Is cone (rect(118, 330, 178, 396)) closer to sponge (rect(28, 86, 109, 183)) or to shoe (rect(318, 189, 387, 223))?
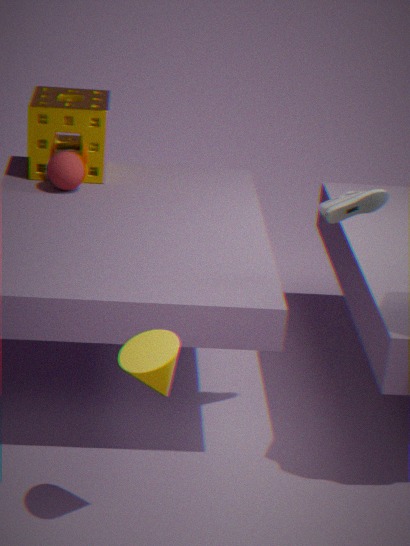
shoe (rect(318, 189, 387, 223))
